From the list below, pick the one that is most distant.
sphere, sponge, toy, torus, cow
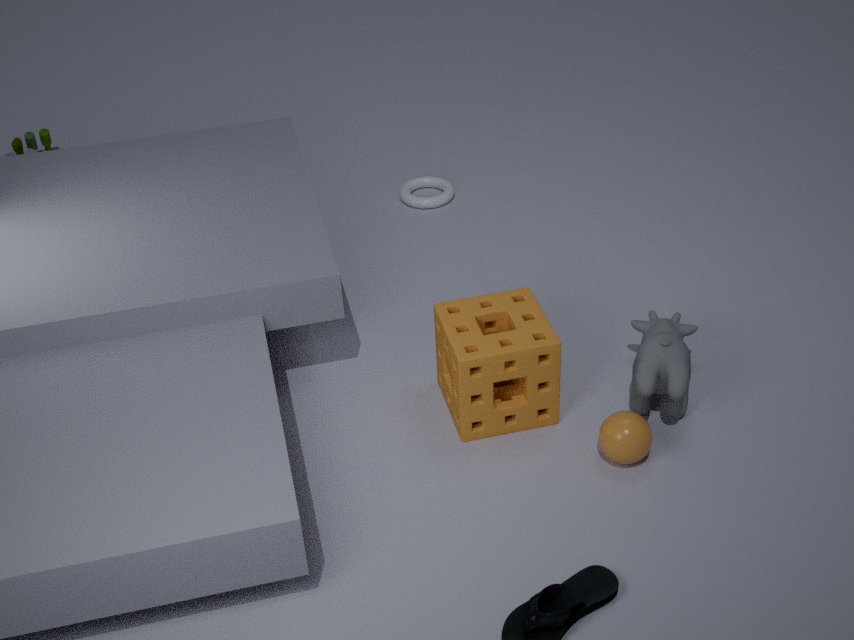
toy
